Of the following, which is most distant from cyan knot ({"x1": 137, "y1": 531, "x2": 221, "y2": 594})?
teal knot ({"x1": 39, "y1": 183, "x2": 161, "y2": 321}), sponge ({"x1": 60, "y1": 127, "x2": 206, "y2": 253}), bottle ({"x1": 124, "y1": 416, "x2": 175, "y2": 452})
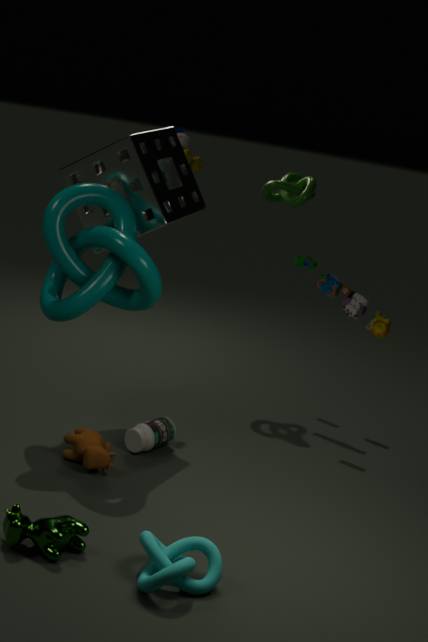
sponge ({"x1": 60, "y1": 127, "x2": 206, "y2": 253})
